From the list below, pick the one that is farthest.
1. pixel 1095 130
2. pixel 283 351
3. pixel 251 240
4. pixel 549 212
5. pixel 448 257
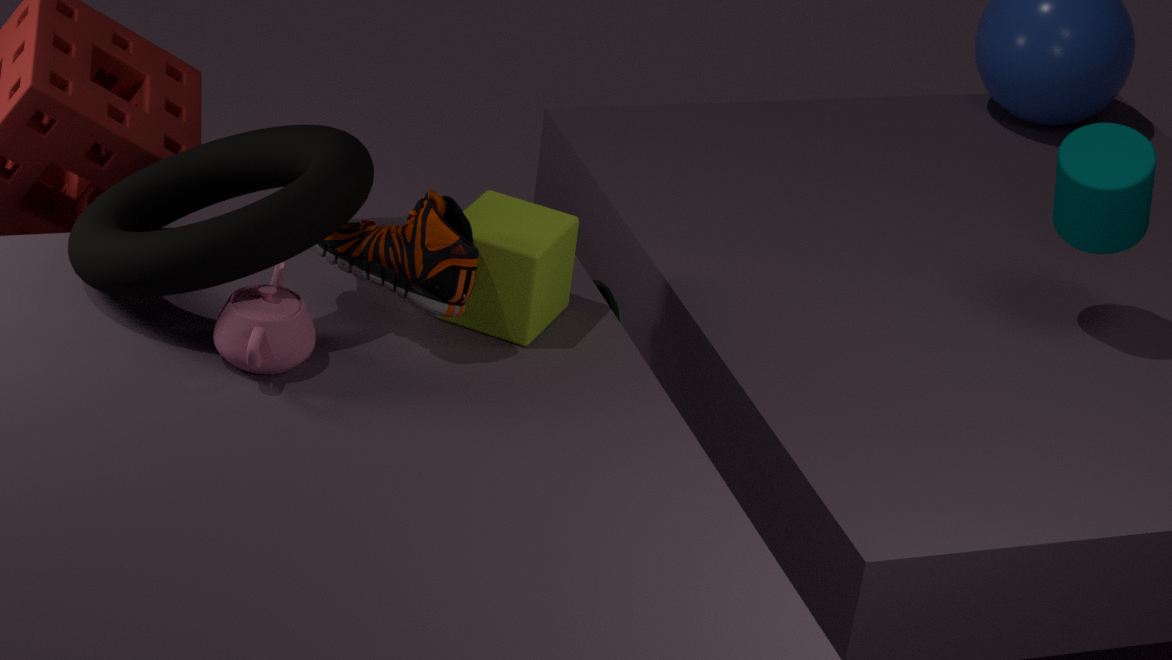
pixel 1095 130
